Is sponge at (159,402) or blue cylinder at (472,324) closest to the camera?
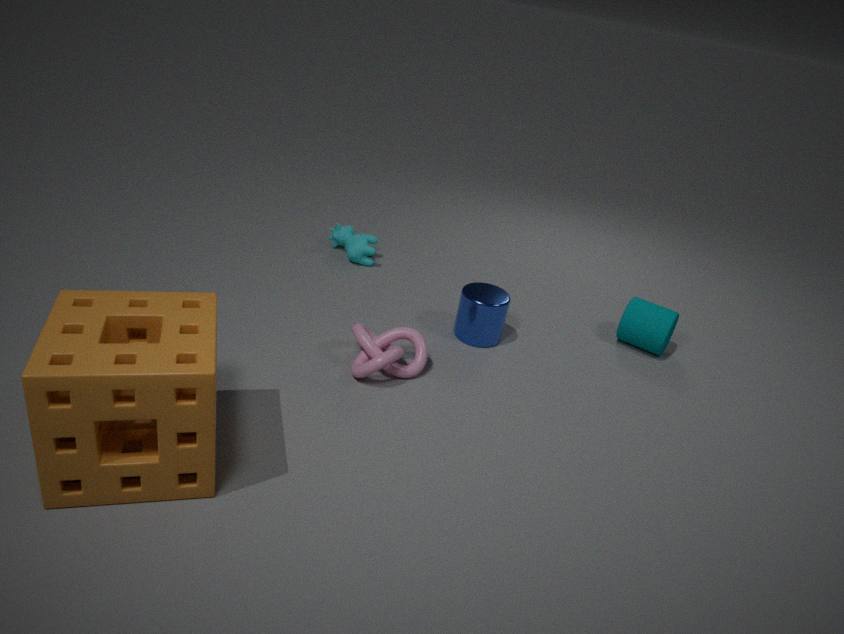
sponge at (159,402)
